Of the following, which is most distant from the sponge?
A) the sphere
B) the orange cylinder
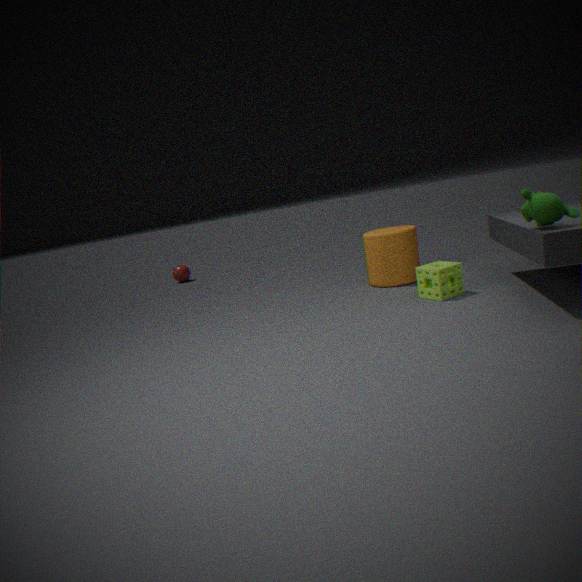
the sphere
